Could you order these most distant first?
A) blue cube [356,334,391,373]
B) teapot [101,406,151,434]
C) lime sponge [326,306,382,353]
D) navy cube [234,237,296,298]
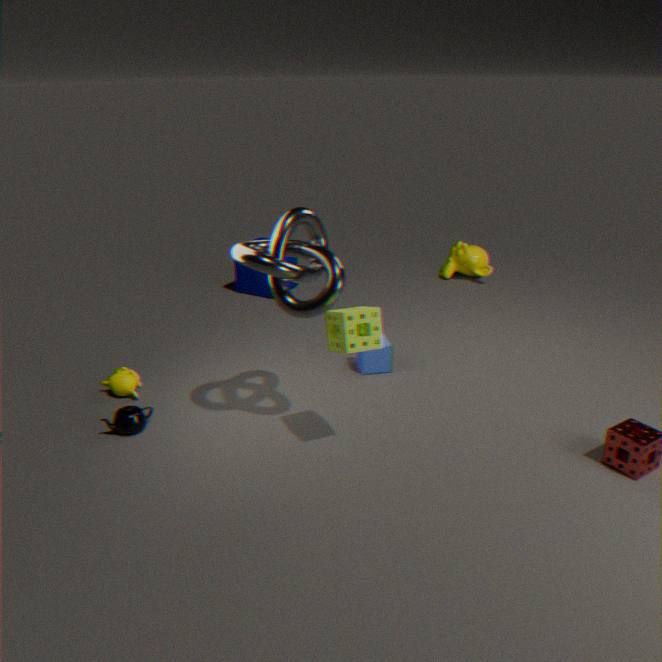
navy cube [234,237,296,298] < blue cube [356,334,391,373] < teapot [101,406,151,434] < lime sponge [326,306,382,353]
